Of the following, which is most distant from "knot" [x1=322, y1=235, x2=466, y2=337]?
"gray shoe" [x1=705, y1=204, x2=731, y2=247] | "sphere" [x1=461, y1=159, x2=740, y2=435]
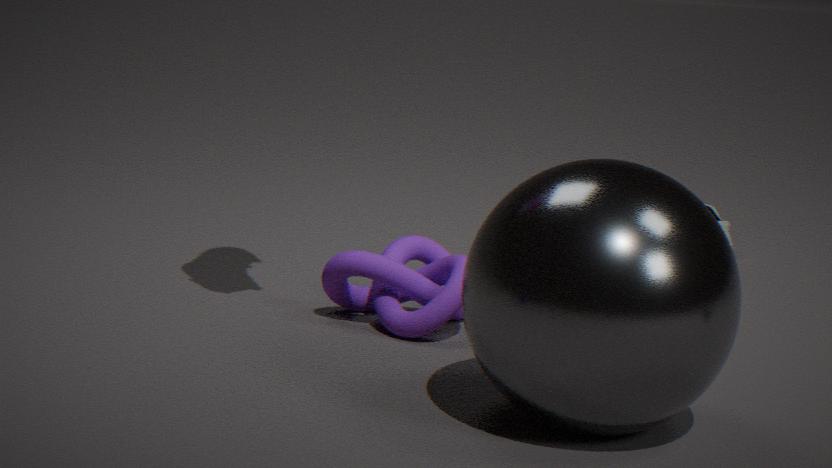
"gray shoe" [x1=705, y1=204, x2=731, y2=247]
